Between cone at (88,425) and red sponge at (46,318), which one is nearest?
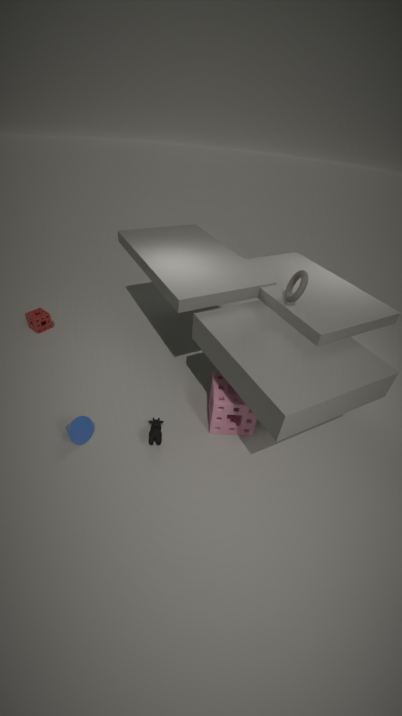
cone at (88,425)
